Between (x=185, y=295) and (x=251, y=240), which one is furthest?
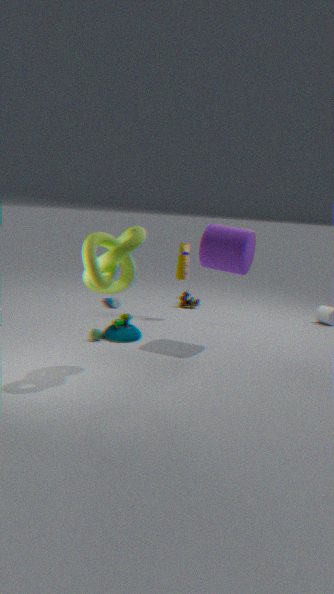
(x=185, y=295)
